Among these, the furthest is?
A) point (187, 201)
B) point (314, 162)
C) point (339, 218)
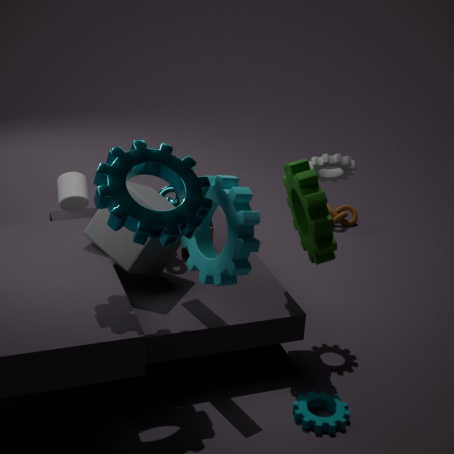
point (339, 218)
